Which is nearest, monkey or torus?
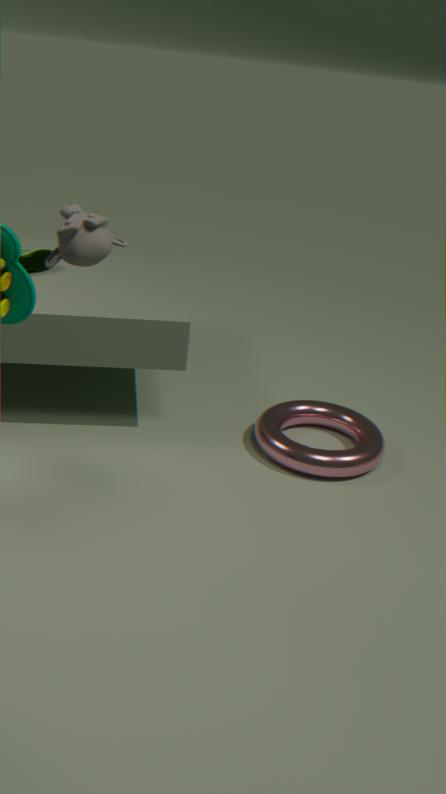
monkey
